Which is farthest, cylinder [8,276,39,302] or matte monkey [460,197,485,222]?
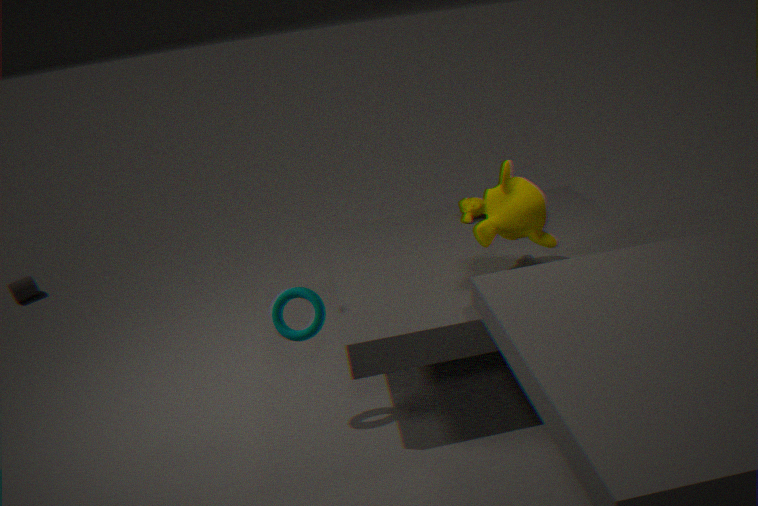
cylinder [8,276,39,302]
